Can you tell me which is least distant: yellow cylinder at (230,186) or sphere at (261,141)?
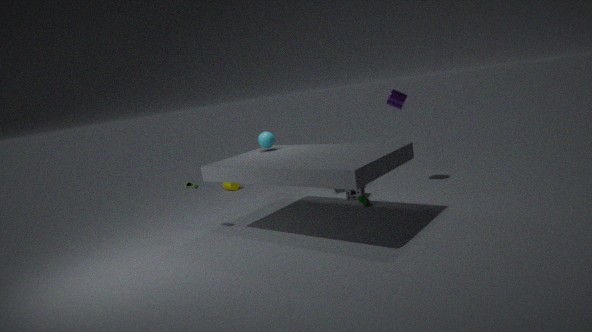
sphere at (261,141)
